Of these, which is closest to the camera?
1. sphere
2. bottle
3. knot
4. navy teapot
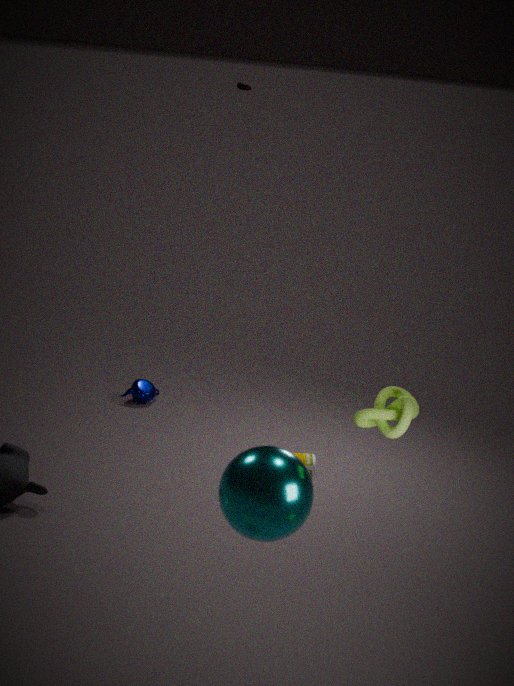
sphere
